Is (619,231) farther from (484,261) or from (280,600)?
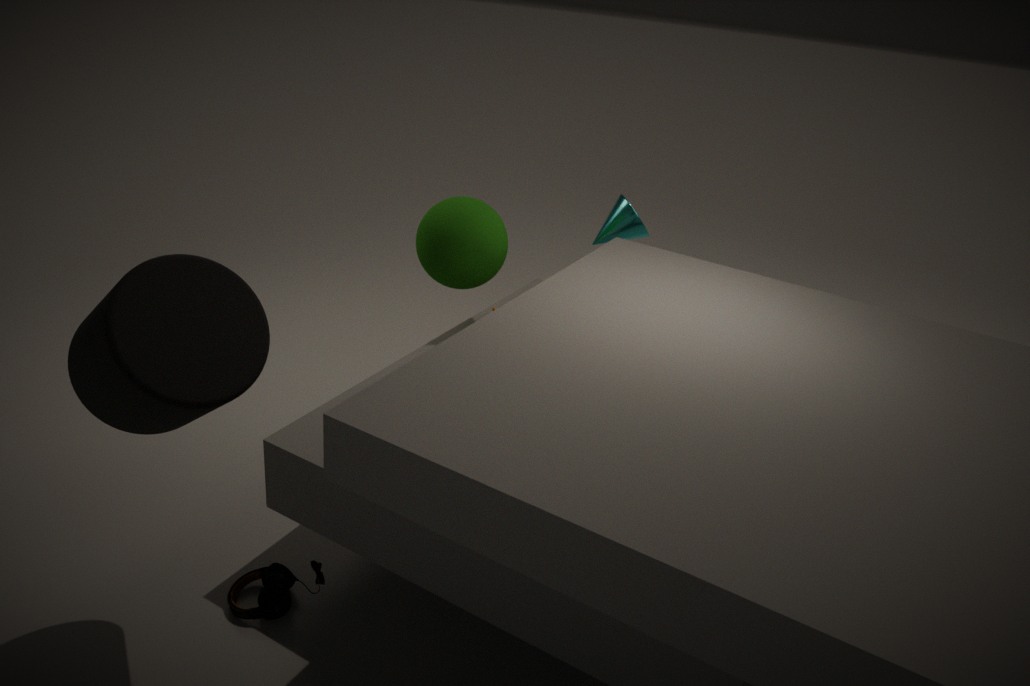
(280,600)
